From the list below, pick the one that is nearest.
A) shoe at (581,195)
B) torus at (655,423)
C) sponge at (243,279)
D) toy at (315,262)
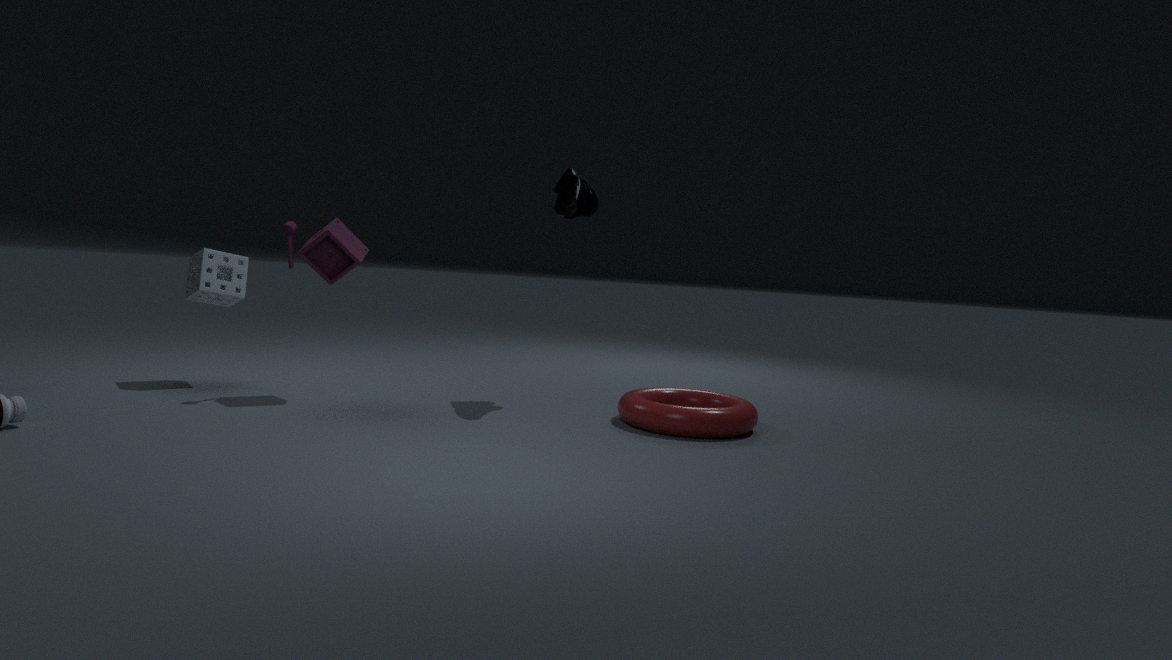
torus at (655,423)
